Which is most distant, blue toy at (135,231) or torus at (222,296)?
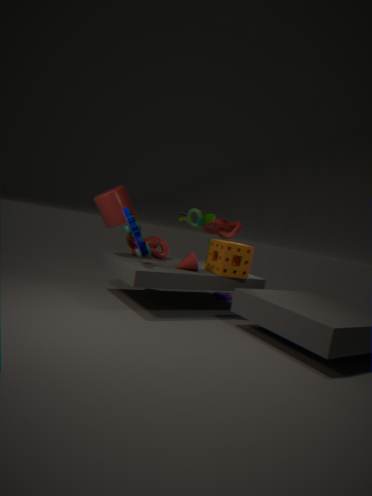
torus at (222,296)
